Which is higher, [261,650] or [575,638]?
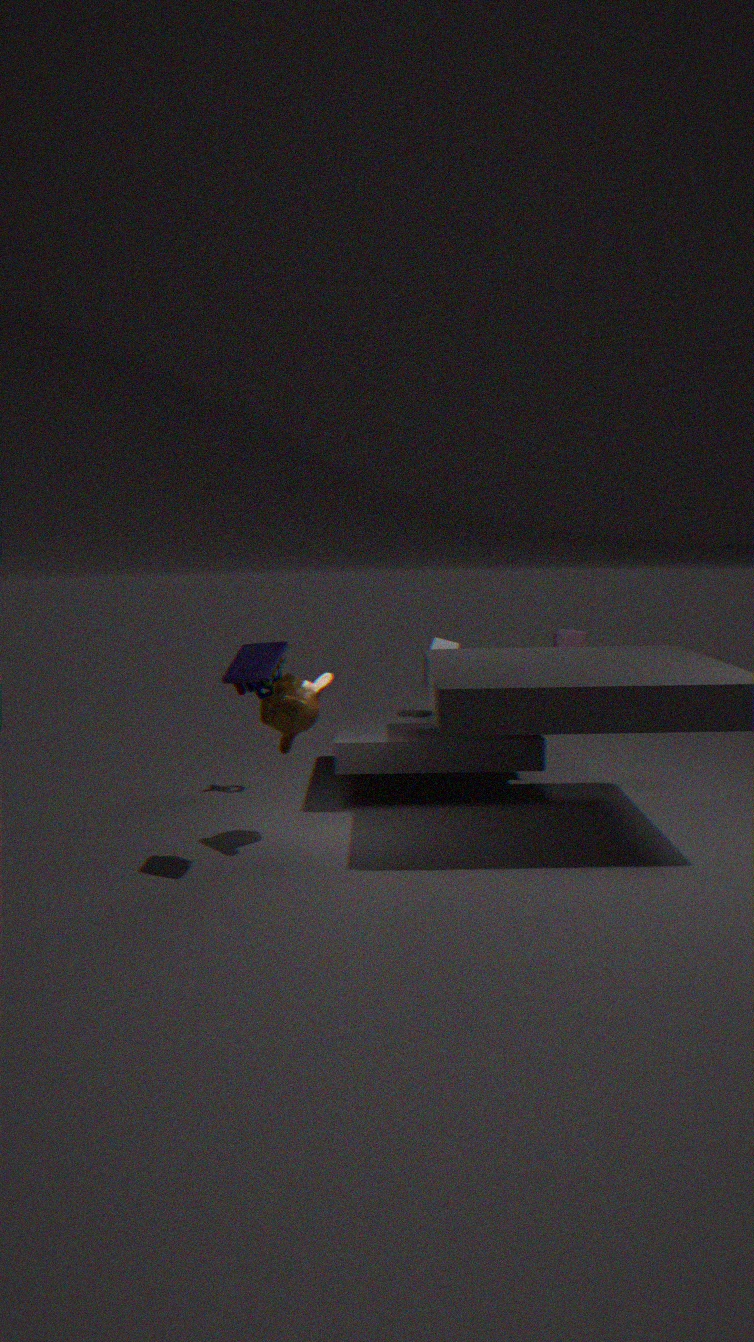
[261,650]
